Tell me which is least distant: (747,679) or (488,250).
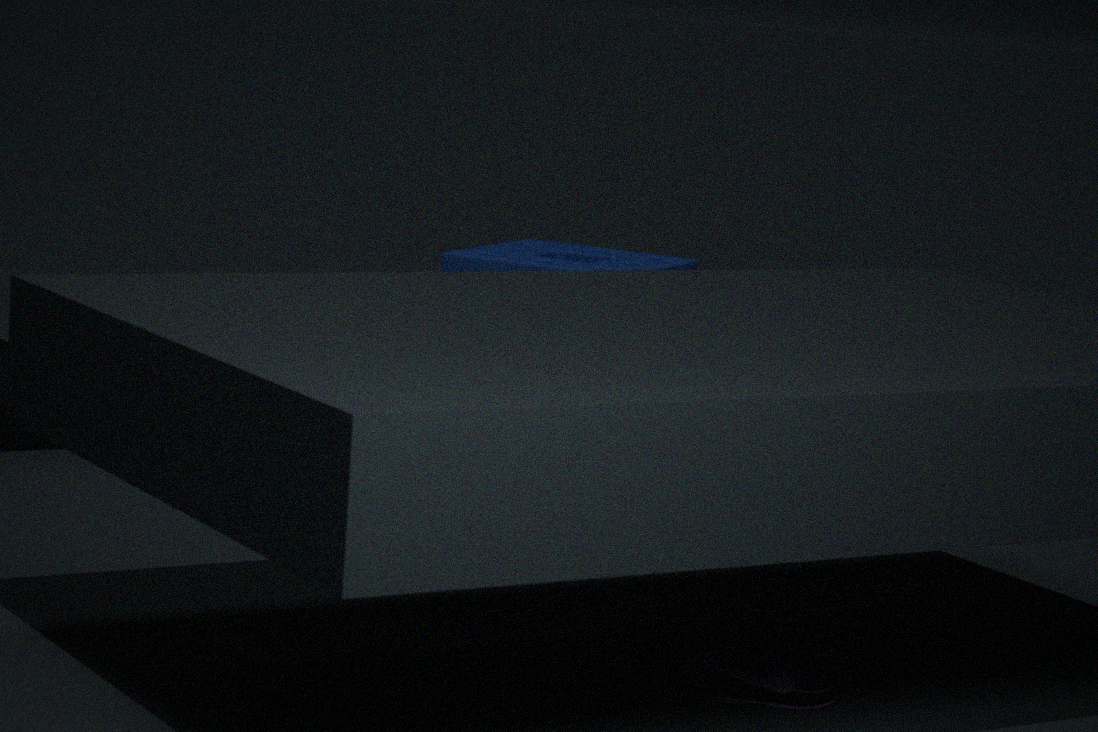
(747,679)
